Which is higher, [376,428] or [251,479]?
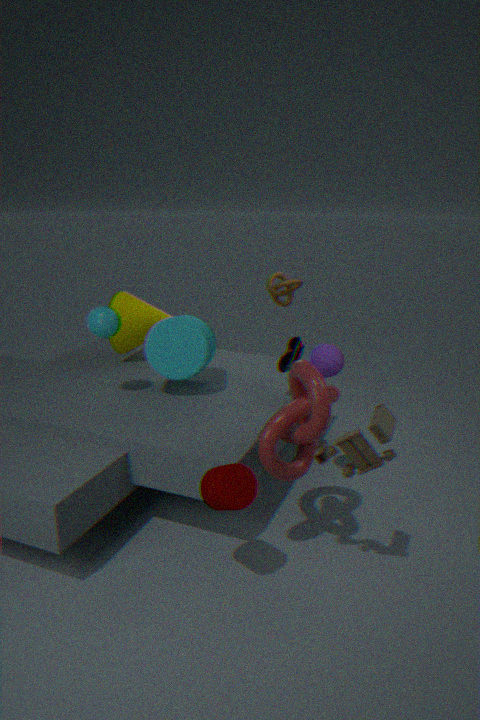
[376,428]
